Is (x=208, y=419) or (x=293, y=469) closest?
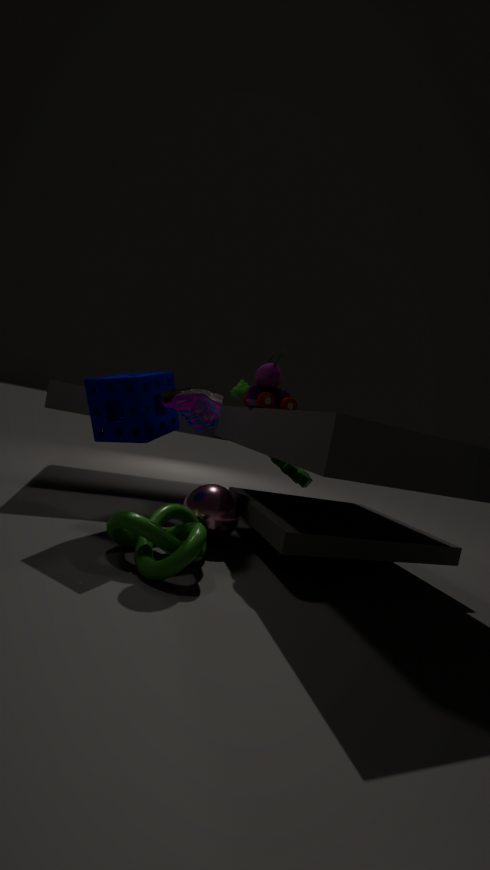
A: (x=208, y=419)
